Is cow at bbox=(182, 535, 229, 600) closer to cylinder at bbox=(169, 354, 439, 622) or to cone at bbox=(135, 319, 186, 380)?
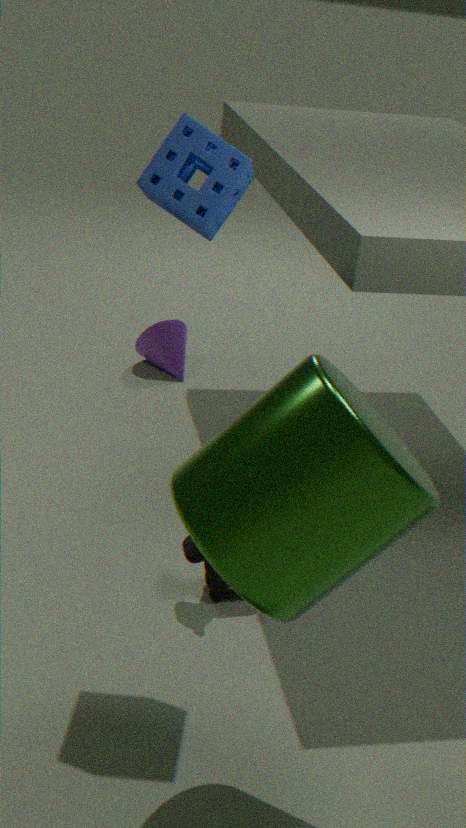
cylinder at bbox=(169, 354, 439, 622)
